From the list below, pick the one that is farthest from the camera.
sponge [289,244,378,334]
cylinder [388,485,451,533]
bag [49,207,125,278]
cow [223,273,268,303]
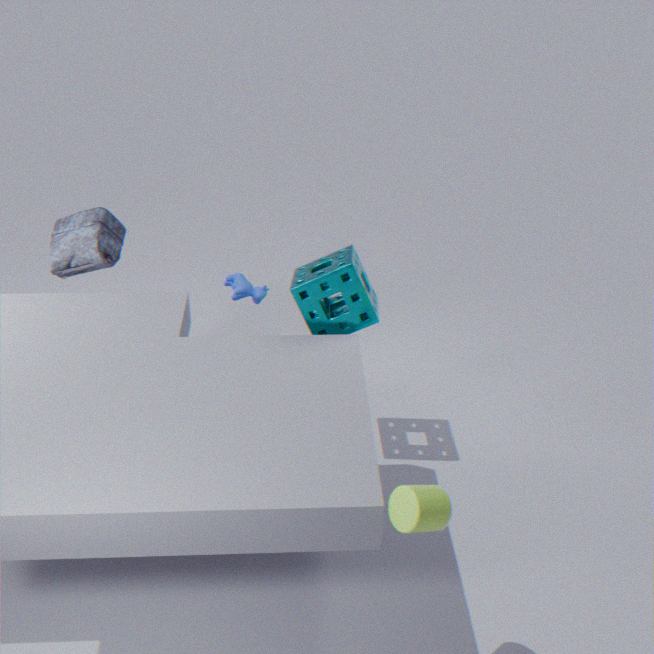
bag [49,207,125,278]
